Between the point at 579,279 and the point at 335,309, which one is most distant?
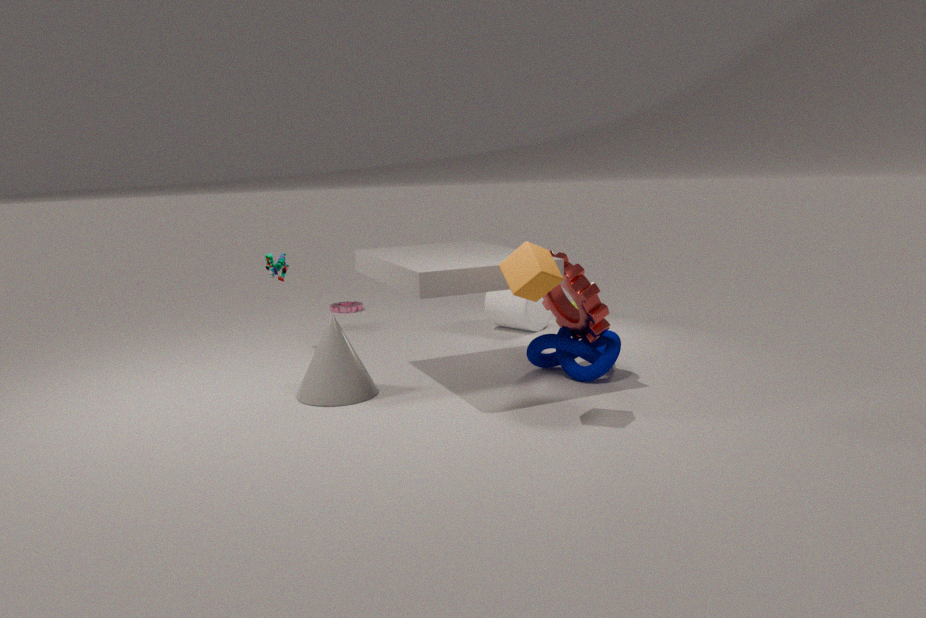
the point at 335,309
